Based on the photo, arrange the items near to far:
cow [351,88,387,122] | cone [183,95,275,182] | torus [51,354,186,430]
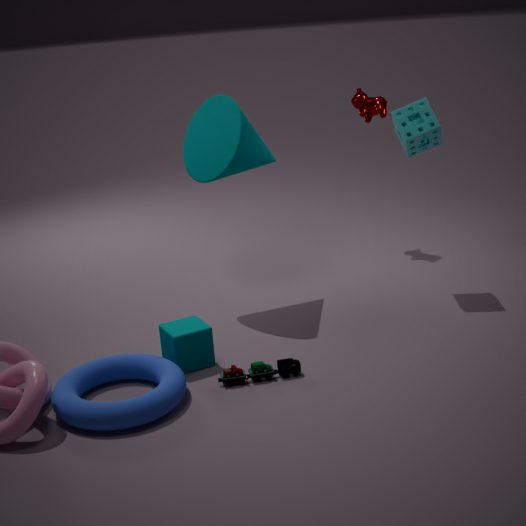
torus [51,354,186,430]
cone [183,95,275,182]
cow [351,88,387,122]
